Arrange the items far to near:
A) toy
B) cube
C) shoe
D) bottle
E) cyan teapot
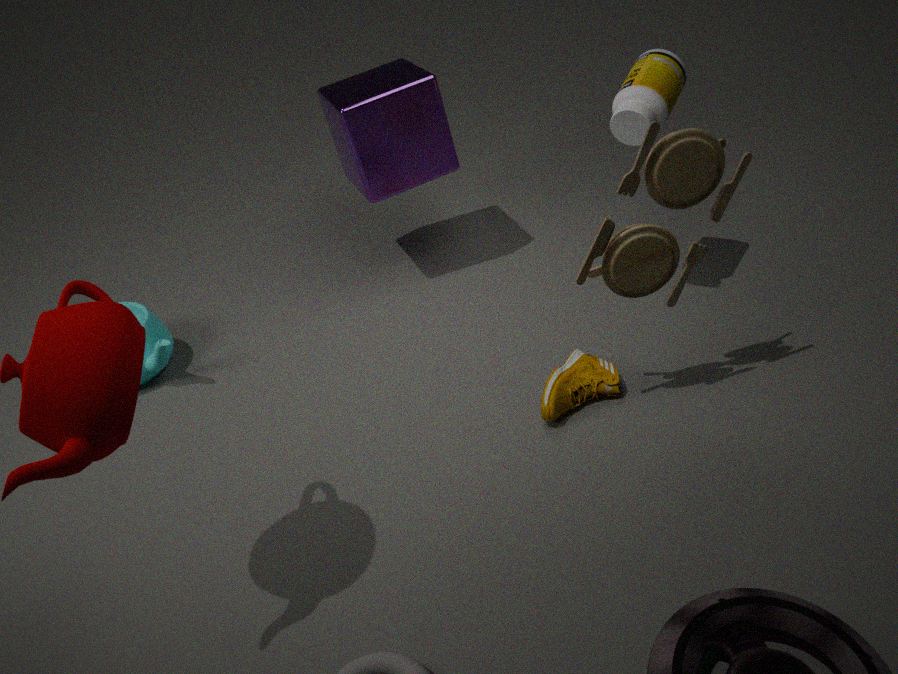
cube
cyan teapot
bottle
shoe
toy
